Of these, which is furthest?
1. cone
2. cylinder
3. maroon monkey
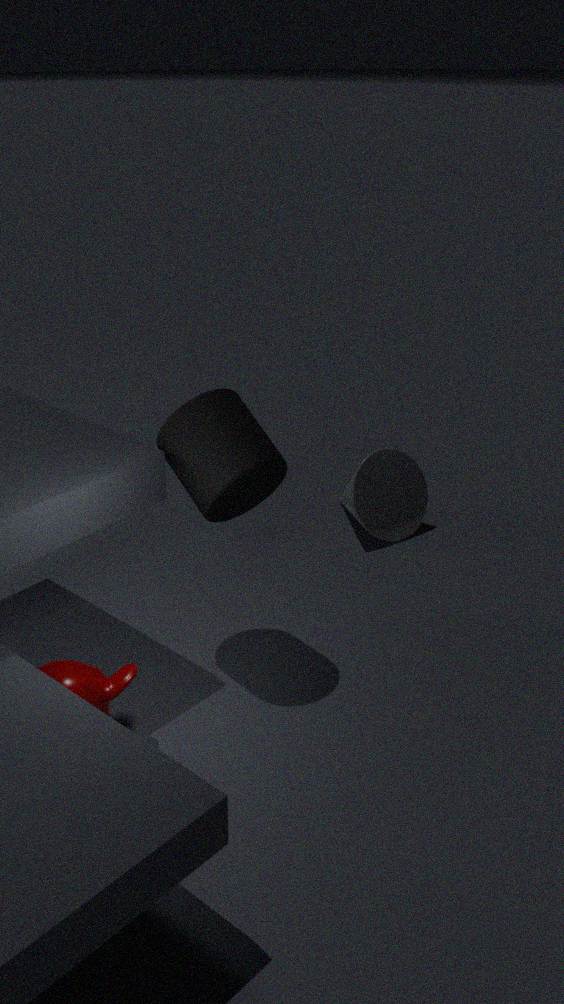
cone
